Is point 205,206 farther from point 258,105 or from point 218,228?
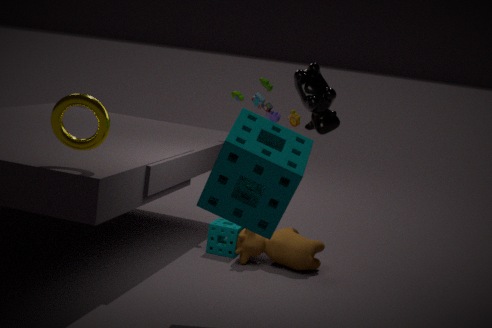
point 258,105
